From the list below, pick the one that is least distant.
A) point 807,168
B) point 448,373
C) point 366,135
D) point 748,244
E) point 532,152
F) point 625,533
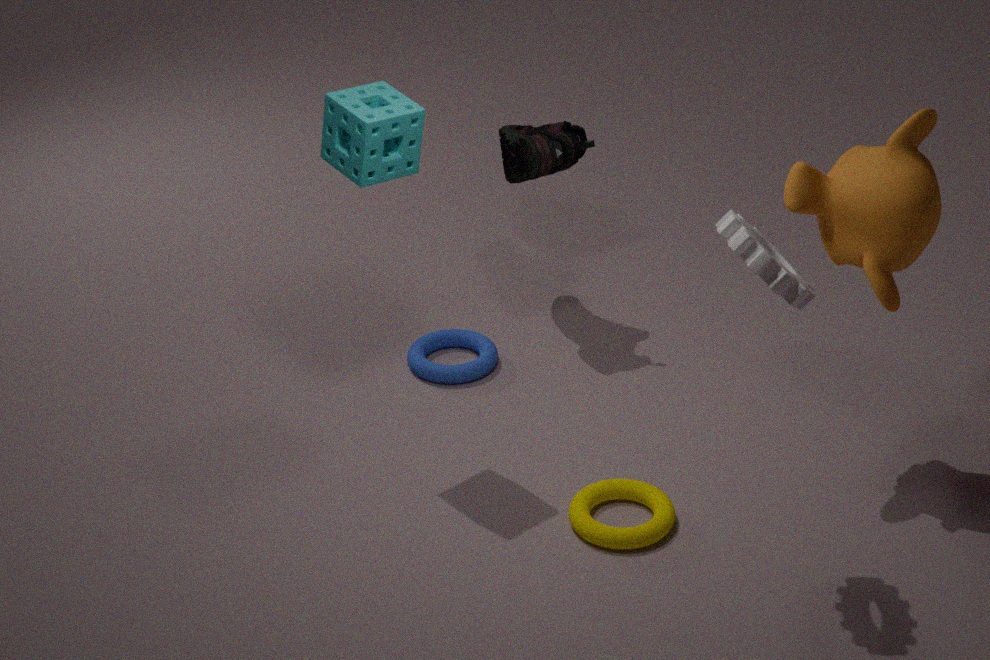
point 748,244
